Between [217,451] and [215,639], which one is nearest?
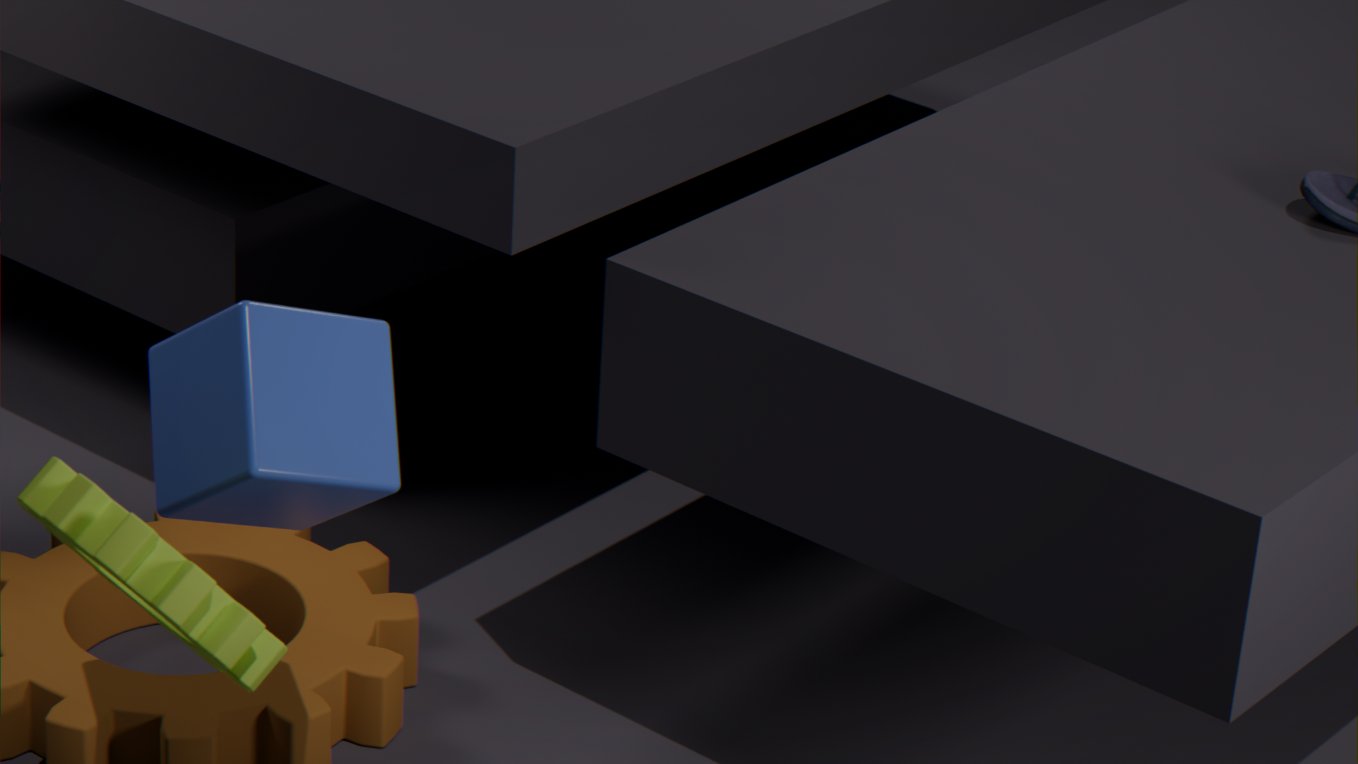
[215,639]
